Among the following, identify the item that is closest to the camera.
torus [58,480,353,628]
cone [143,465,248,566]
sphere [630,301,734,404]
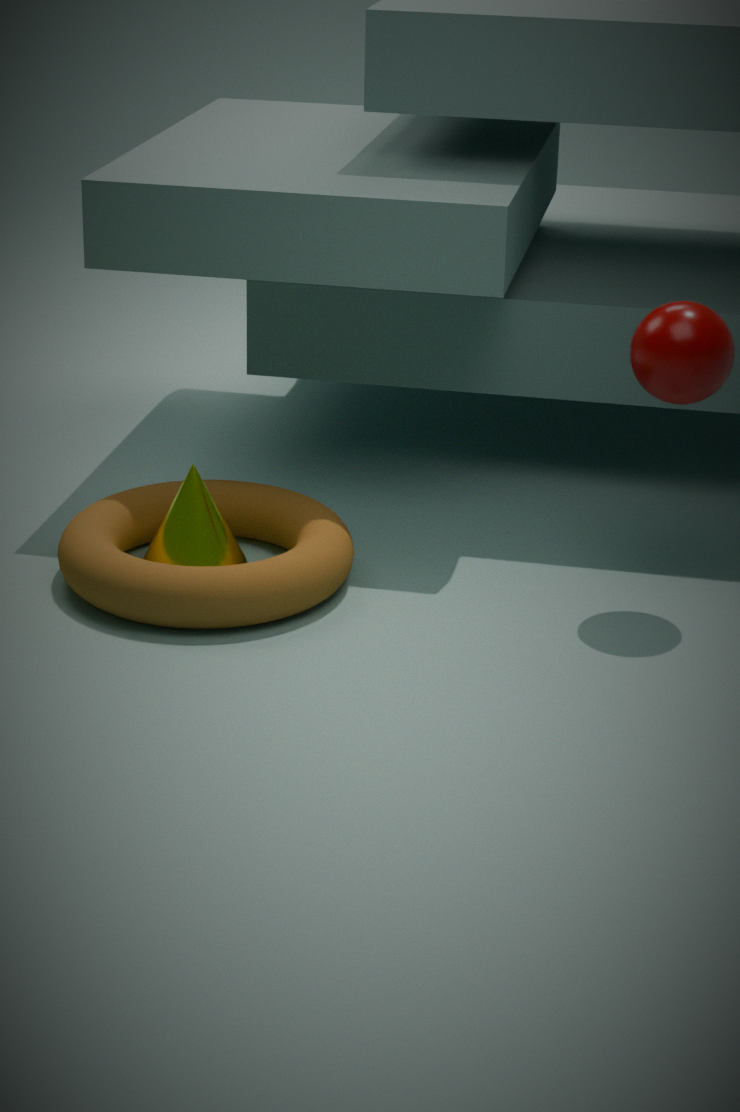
sphere [630,301,734,404]
